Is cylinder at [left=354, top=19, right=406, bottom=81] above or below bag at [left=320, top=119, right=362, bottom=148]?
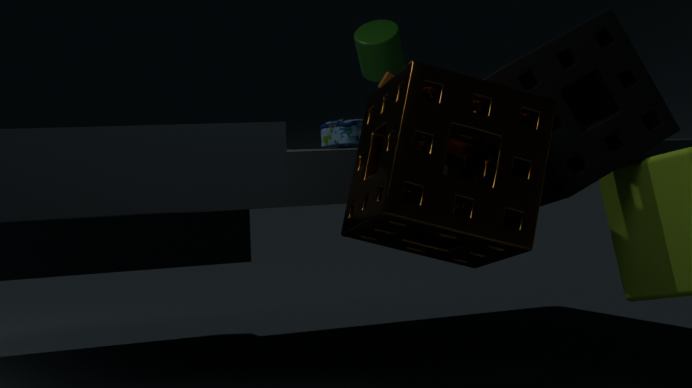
above
